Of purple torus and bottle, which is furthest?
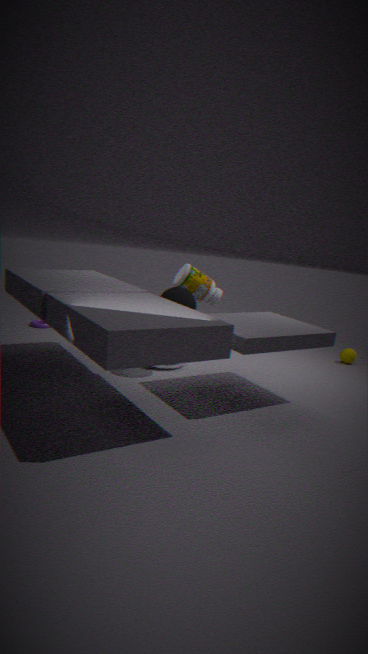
purple torus
